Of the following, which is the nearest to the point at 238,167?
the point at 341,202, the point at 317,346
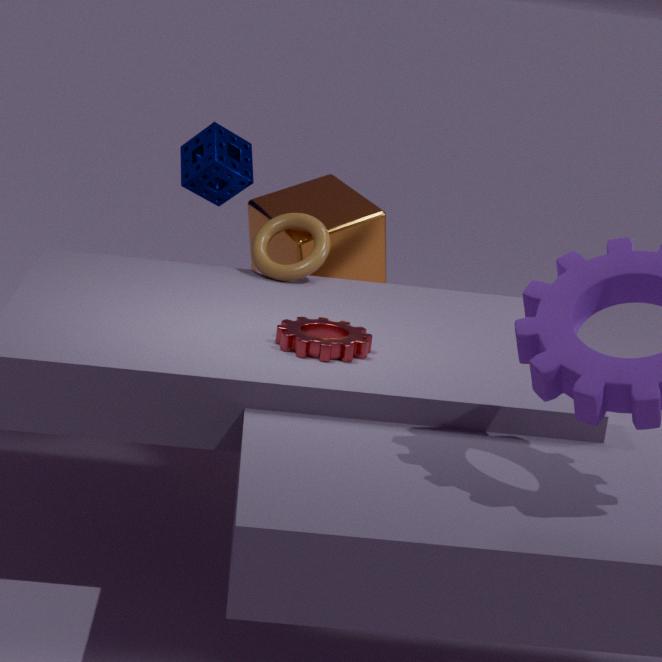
the point at 341,202
